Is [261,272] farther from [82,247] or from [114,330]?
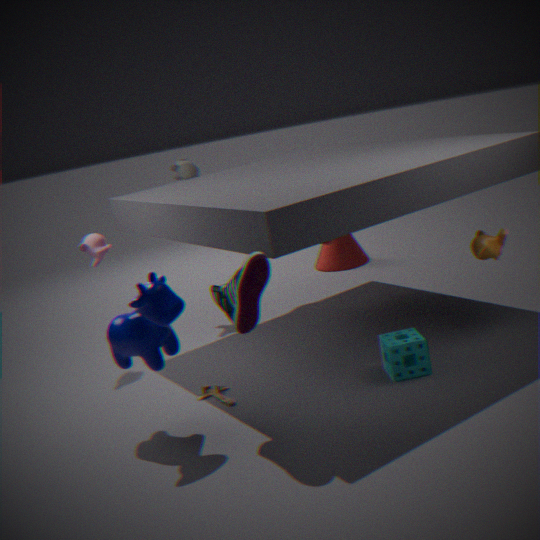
[82,247]
